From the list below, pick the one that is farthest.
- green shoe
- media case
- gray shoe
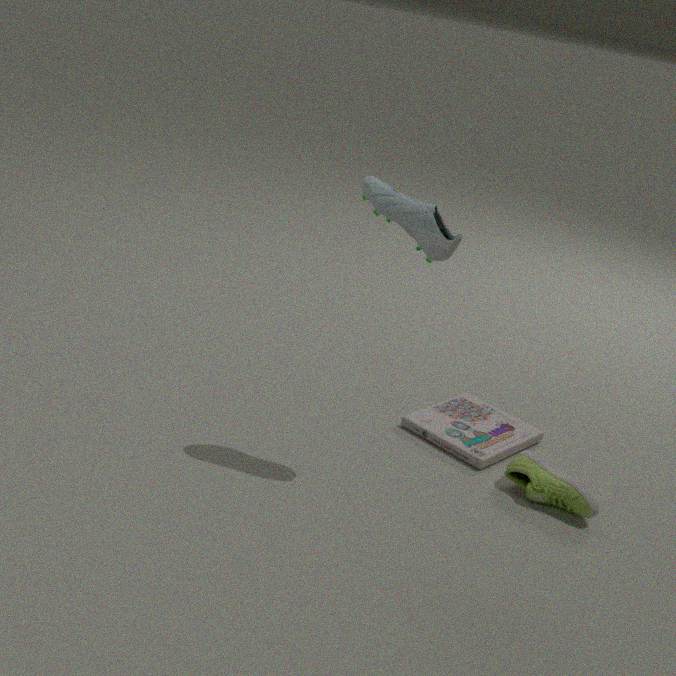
media case
